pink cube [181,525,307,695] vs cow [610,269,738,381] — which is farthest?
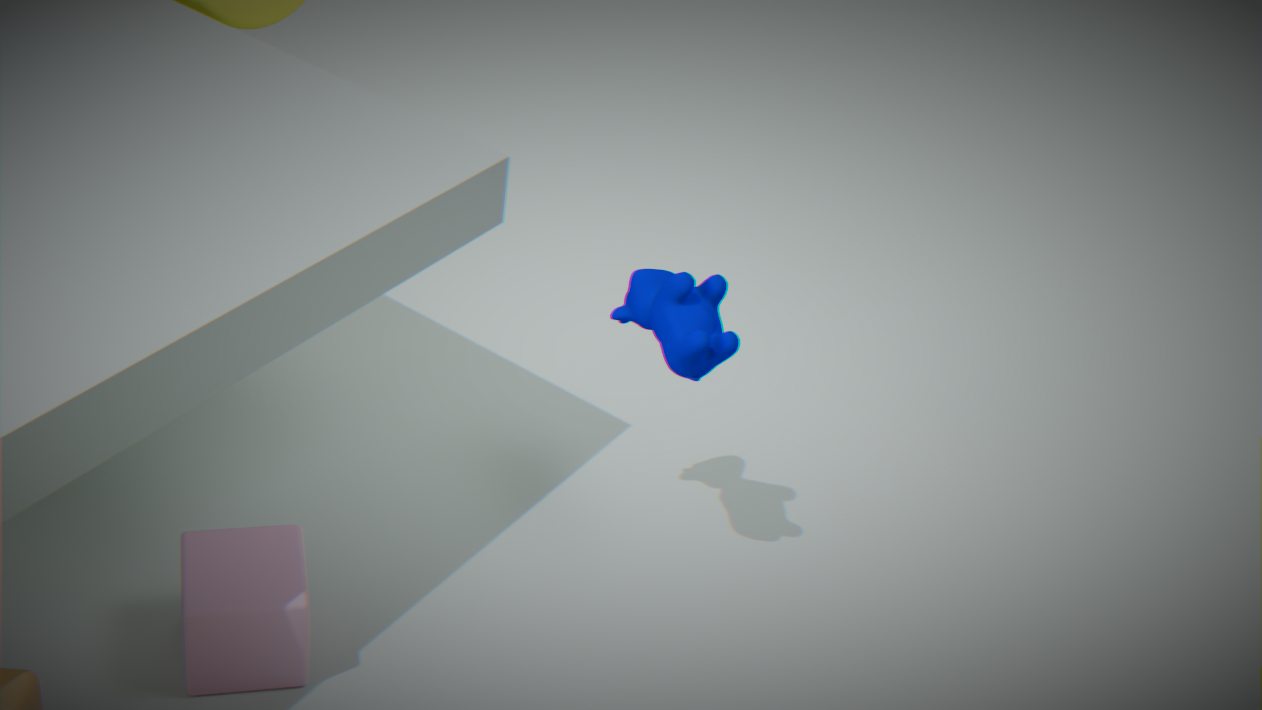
cow [610,269,738,381]
